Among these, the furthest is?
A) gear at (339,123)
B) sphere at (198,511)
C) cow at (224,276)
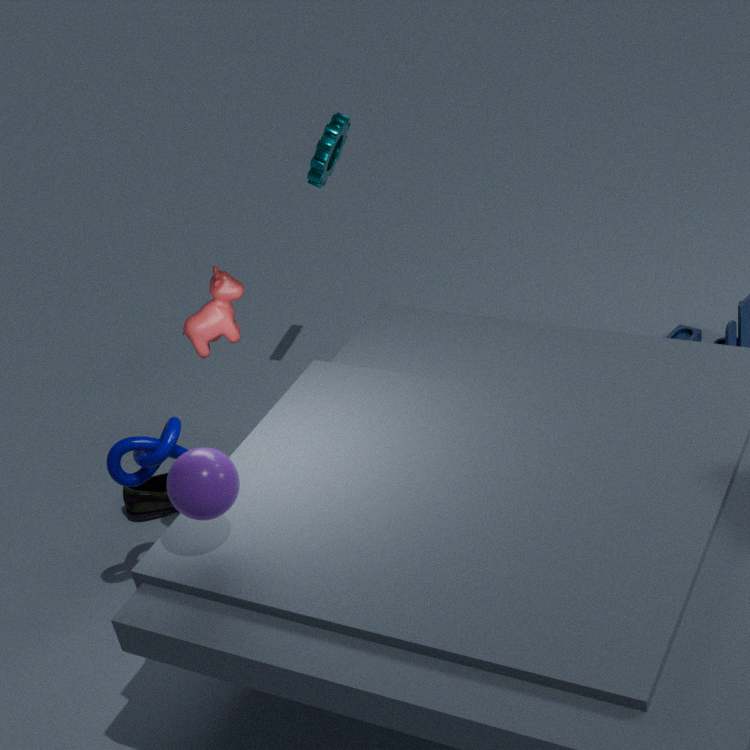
gear at (339,123)
